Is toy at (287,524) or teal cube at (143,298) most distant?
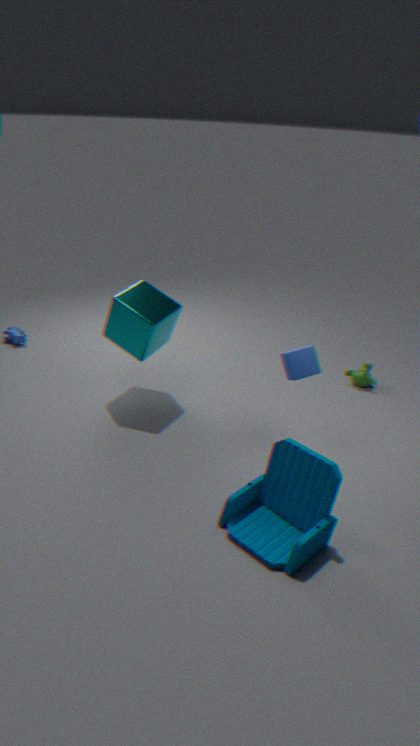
teal cube at (143,298)
